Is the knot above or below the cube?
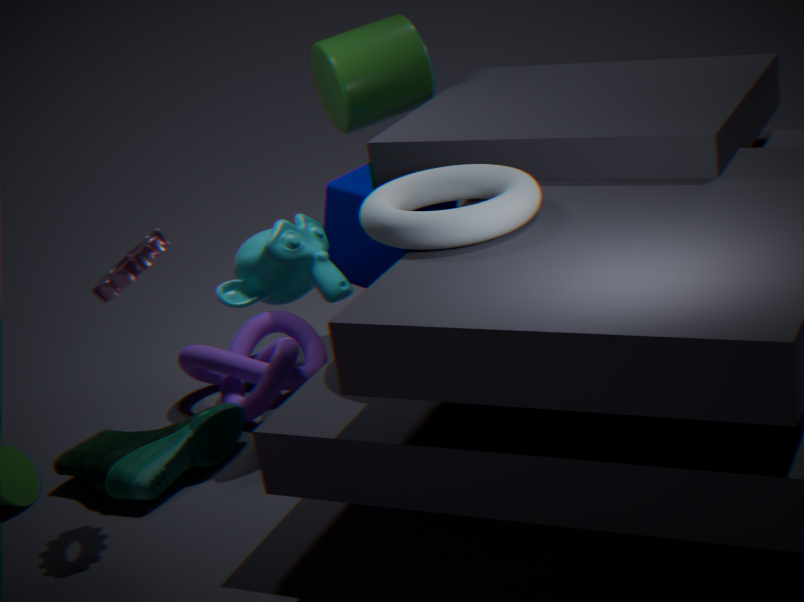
below
